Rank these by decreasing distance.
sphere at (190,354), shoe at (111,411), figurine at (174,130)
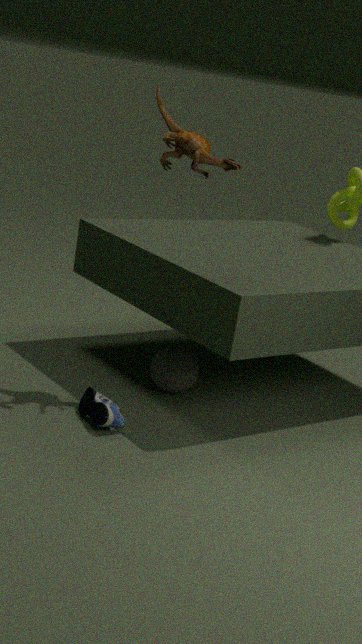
sphere at (190,354), figurine at (174,130), shoe at (111,411)
